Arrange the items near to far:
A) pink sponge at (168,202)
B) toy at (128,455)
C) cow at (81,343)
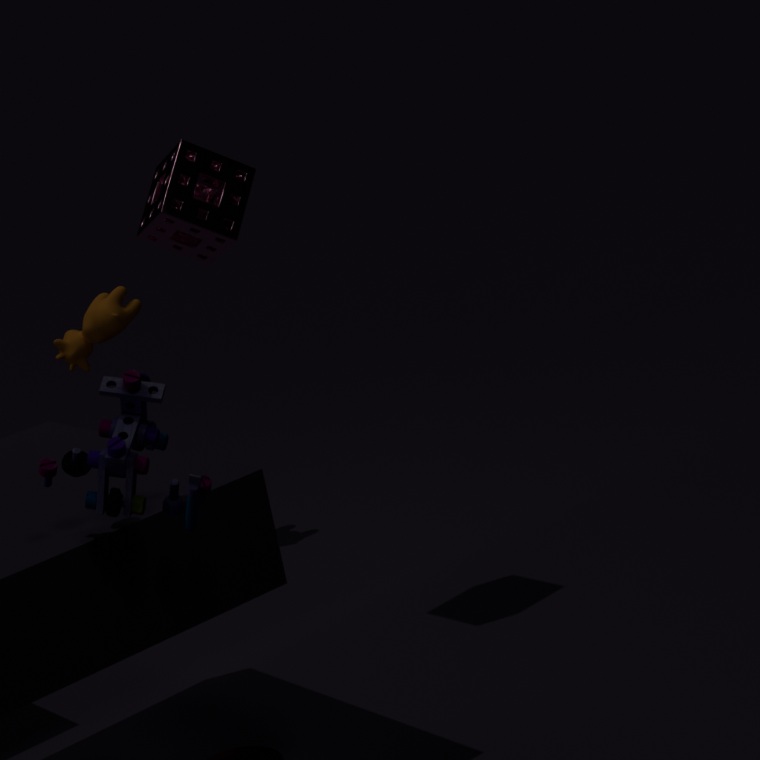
toy at (128,455), pink sponge at (168,202), cow at (81,343)
